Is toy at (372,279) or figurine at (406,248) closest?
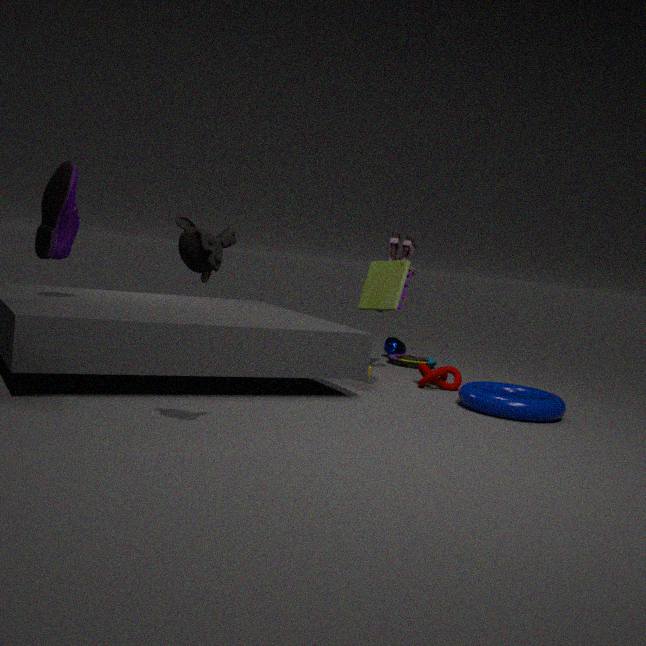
toy at (372,279)
